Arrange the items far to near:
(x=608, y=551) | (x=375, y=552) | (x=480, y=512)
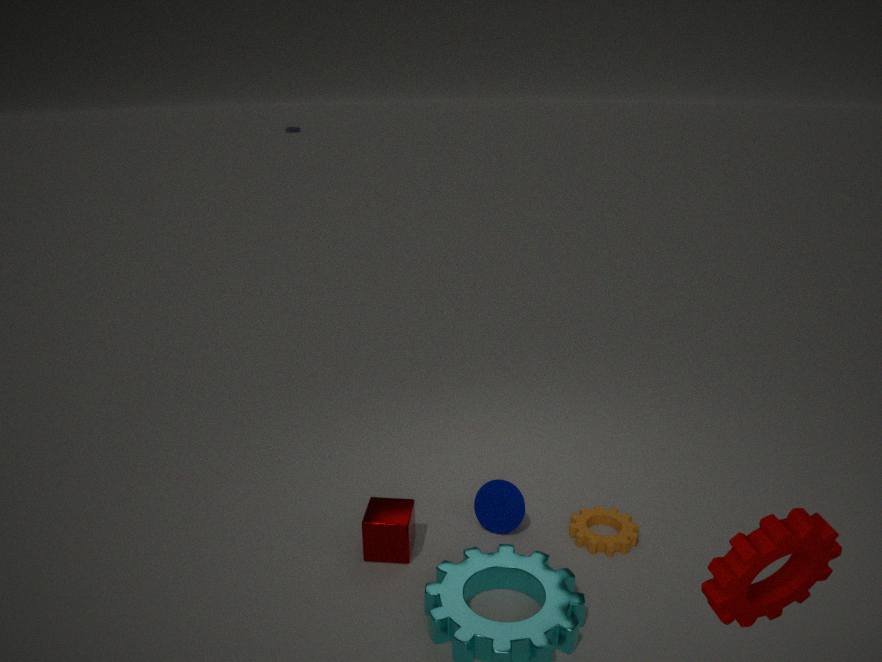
1. (x=480, y=512)
2. (x=608, y=551)
3. (x=375, y=552)
